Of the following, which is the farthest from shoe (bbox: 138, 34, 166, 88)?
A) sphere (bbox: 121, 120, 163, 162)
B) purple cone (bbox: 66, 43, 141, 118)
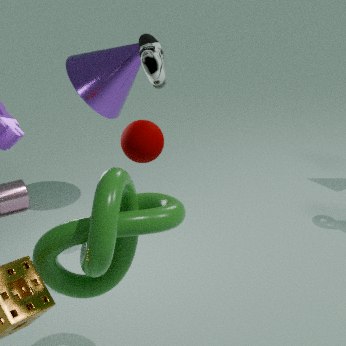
purple cone (bbox: 66, 43, 141, 118)
